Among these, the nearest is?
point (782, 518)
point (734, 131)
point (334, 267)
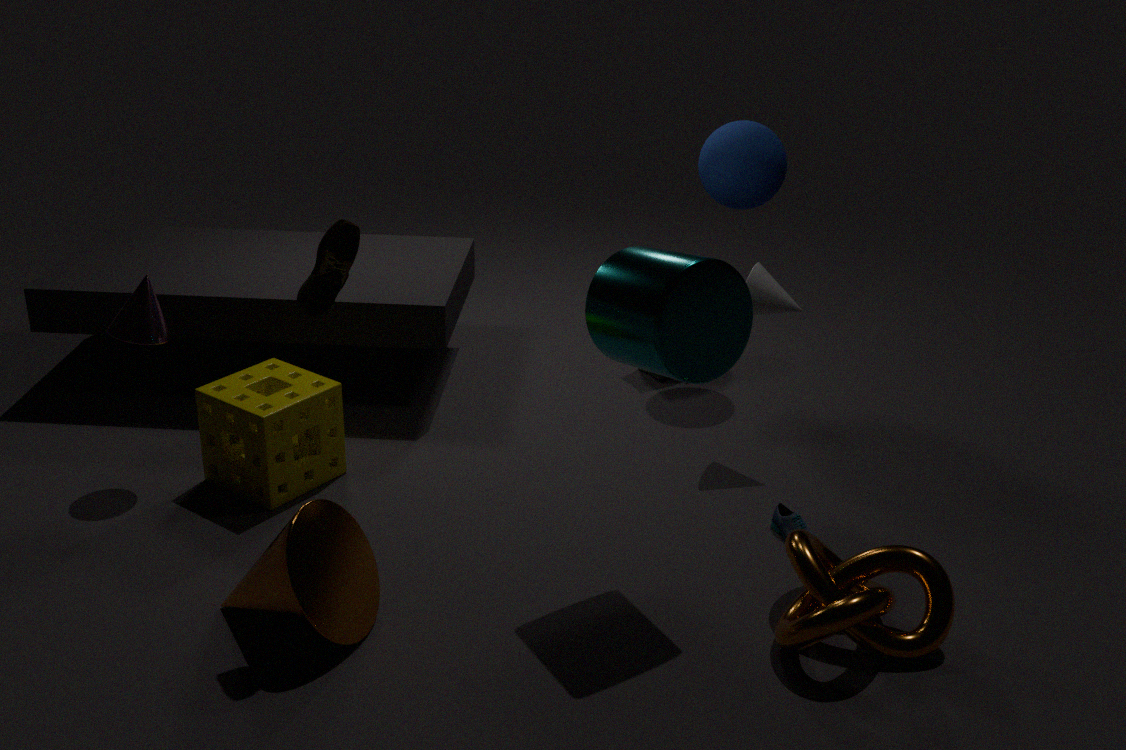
point (334, 267)
